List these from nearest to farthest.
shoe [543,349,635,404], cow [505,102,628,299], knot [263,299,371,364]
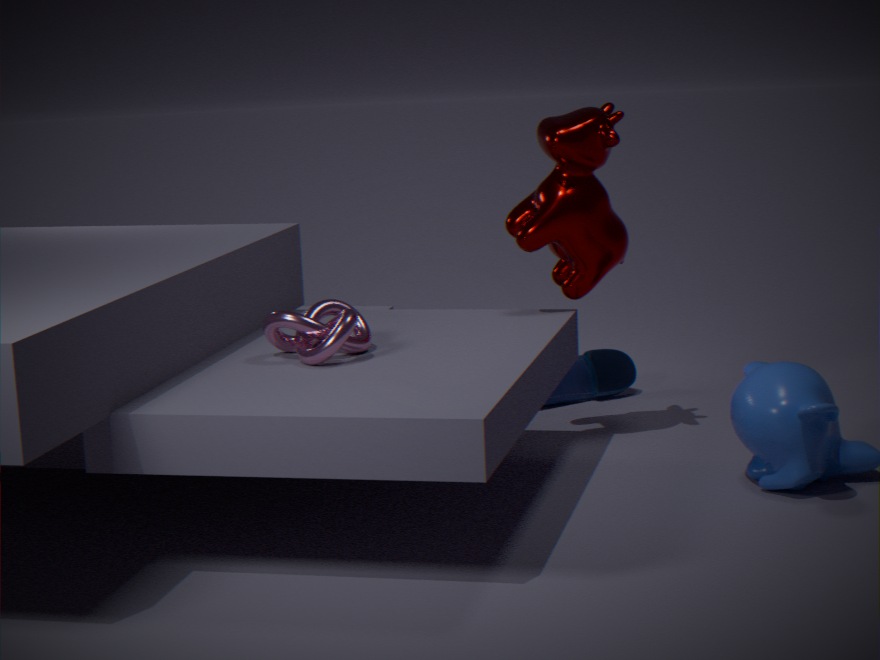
knot [263,299,371,364], cow [505,102,628,299], shoe [543,349,635,404]
